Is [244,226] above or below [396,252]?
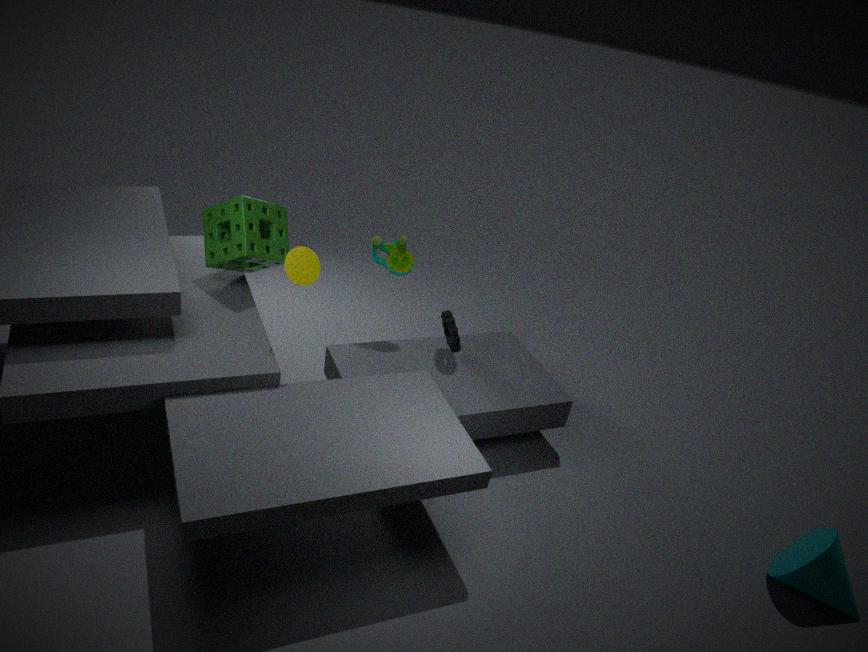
above
